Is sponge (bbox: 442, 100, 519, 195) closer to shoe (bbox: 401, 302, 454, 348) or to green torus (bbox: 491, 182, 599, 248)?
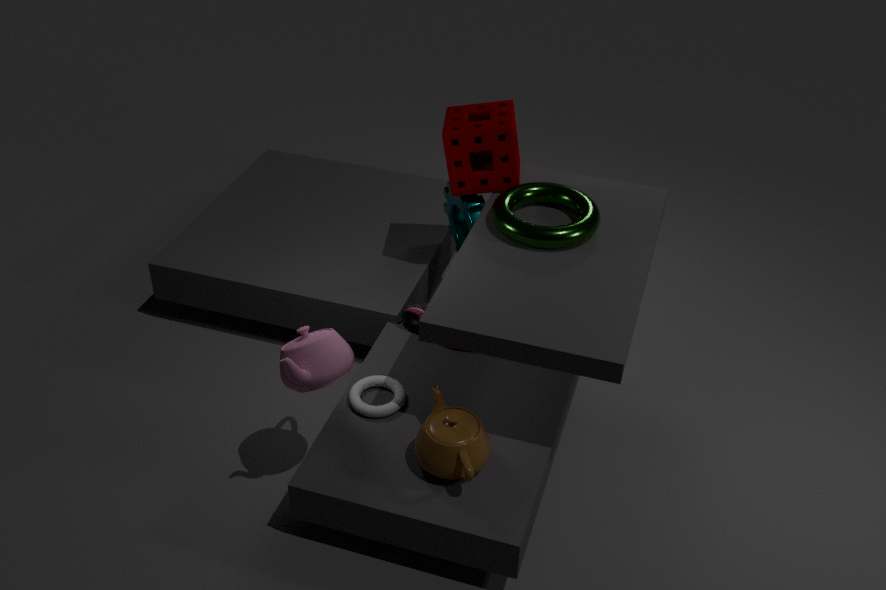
green torus (bbox: 491, 182, 599, 248)
